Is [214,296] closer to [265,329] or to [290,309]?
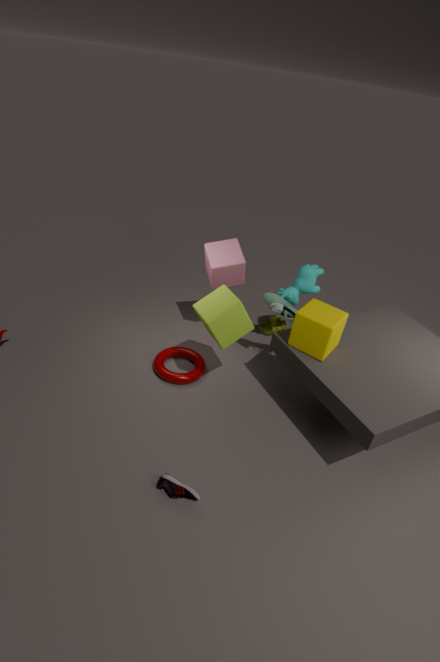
[290,309]
